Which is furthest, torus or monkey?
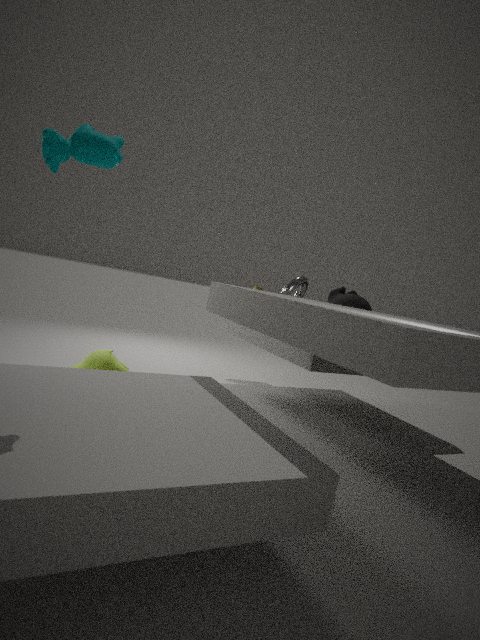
monkey
